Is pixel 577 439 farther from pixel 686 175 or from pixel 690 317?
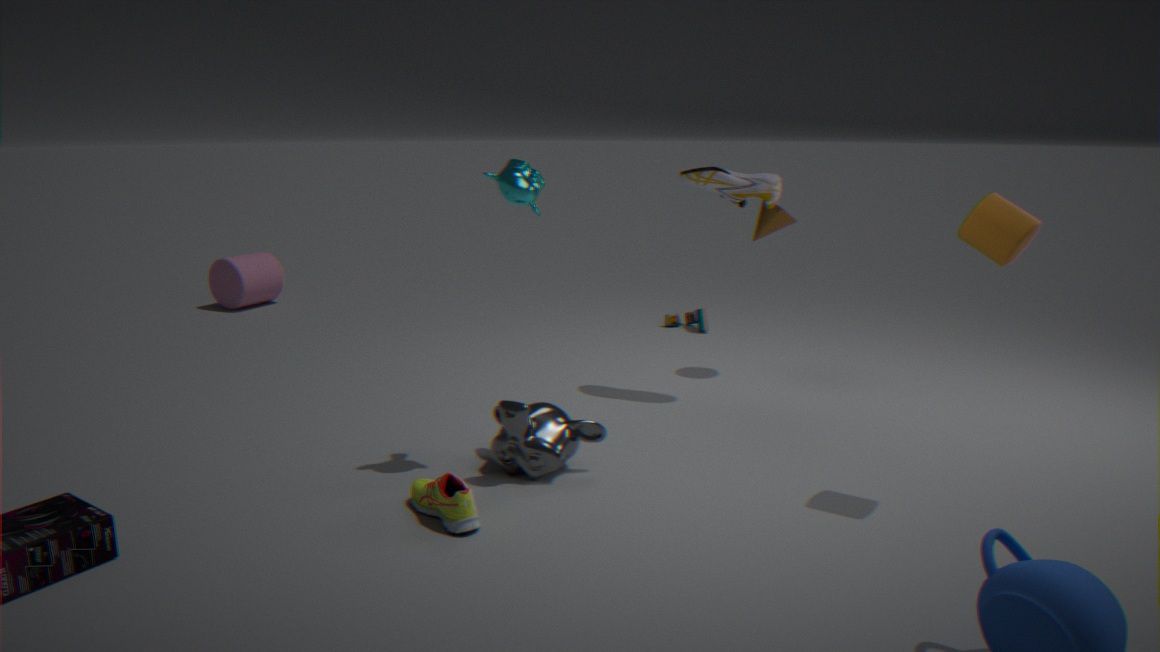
pixel 690 317
